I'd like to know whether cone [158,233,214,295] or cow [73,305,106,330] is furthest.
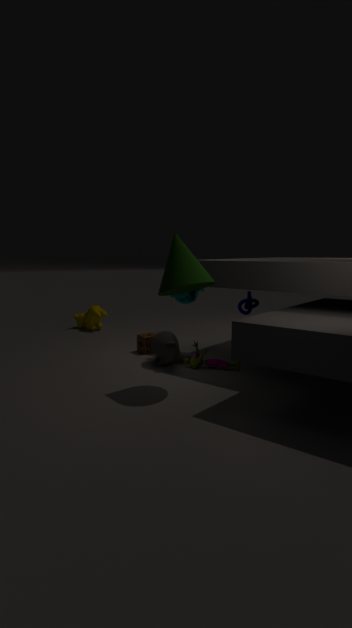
cow [73,305,106,330]
